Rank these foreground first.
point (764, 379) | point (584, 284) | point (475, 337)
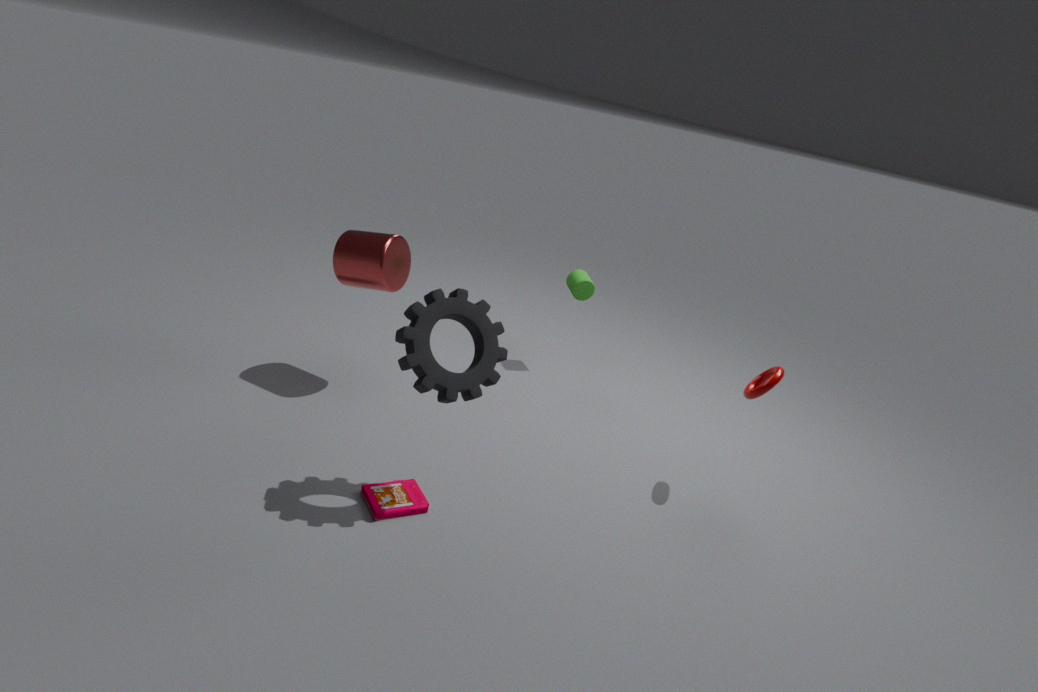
point (475, 337) < point (764, 379) < point (584, 284)
